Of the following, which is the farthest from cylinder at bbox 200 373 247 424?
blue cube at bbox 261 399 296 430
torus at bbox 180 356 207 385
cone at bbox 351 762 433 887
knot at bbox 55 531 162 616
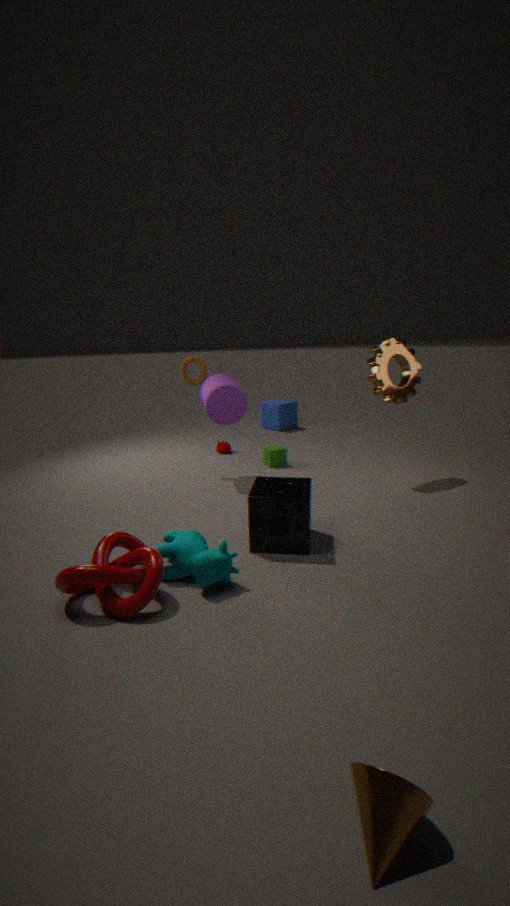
cone at bbox 351 762 433 887
